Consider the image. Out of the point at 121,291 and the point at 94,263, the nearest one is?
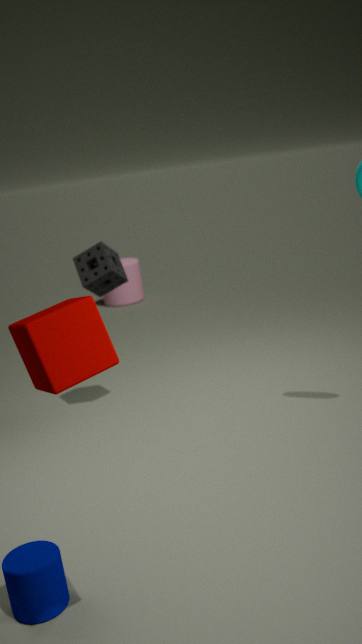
the point at 94,263
